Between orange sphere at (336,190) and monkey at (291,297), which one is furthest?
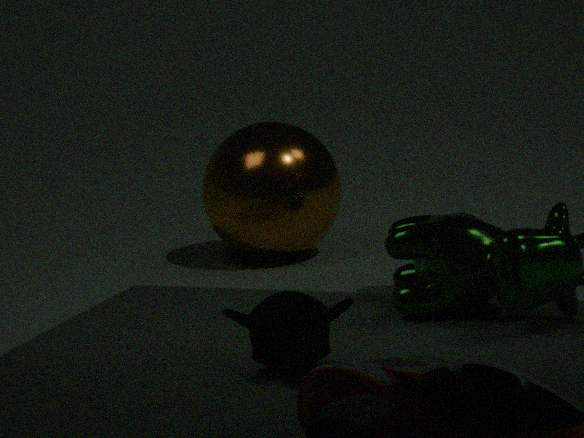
orange sphere at (336,190)
